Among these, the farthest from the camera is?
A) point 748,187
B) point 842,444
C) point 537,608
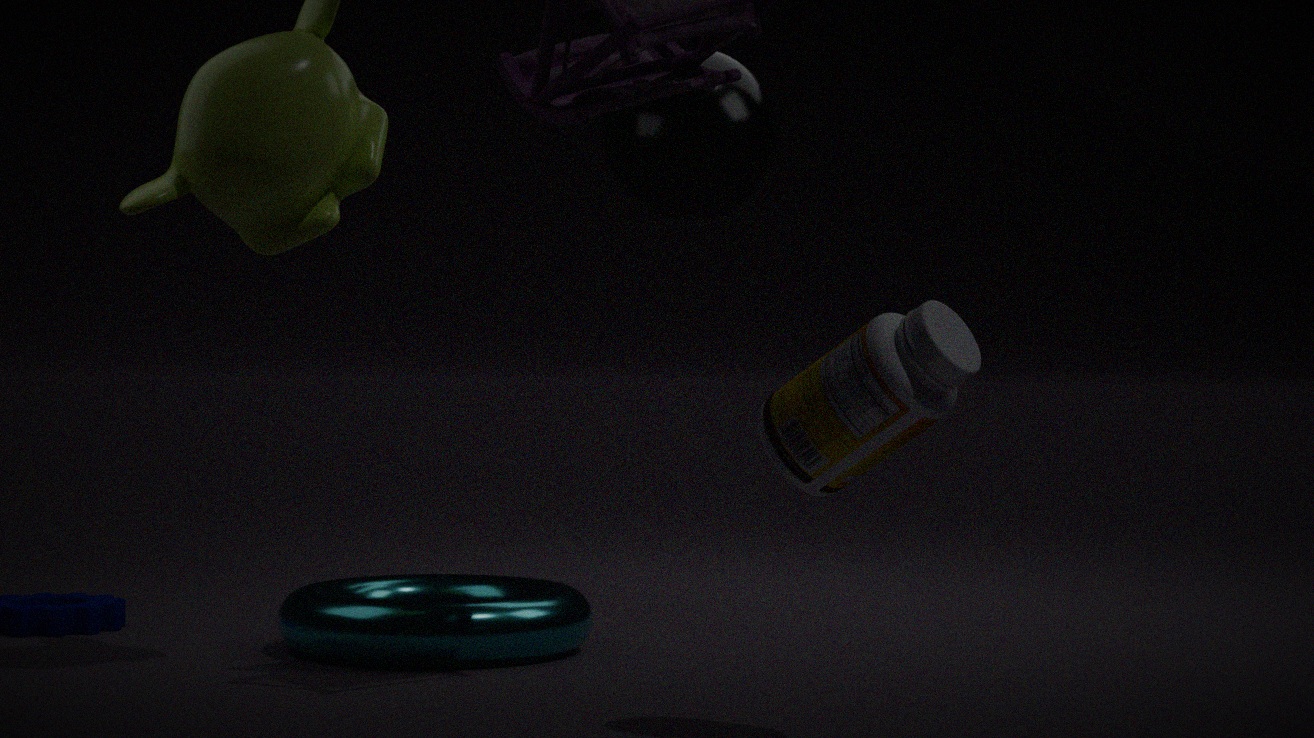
point 748,187
